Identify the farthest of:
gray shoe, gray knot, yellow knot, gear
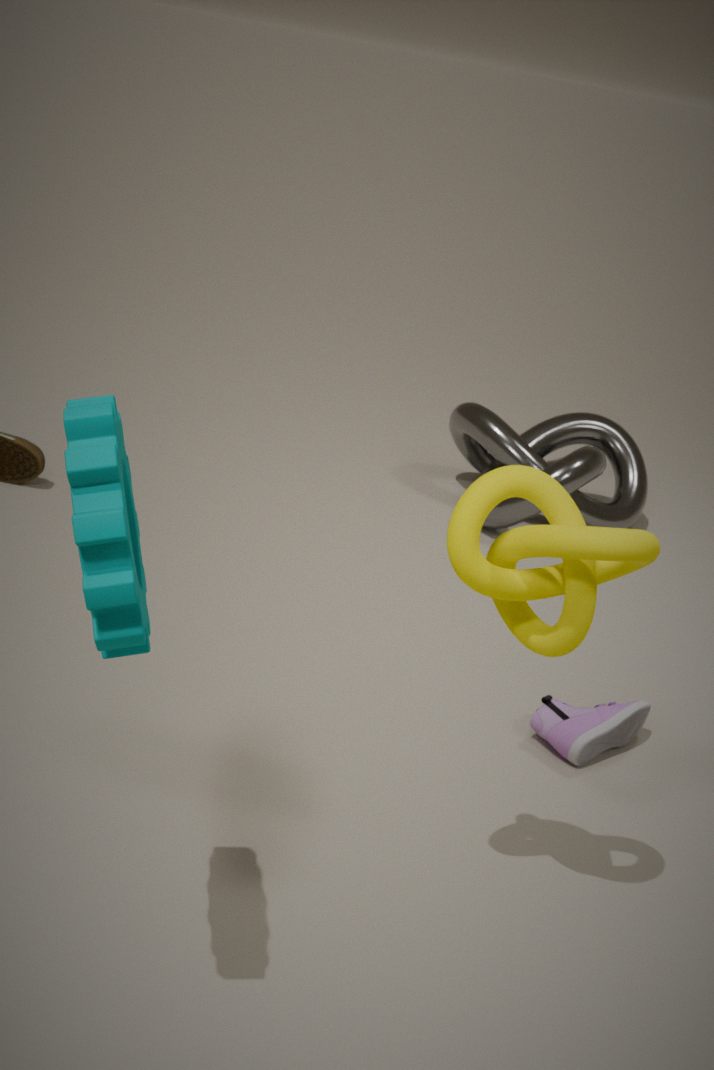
gray knot
